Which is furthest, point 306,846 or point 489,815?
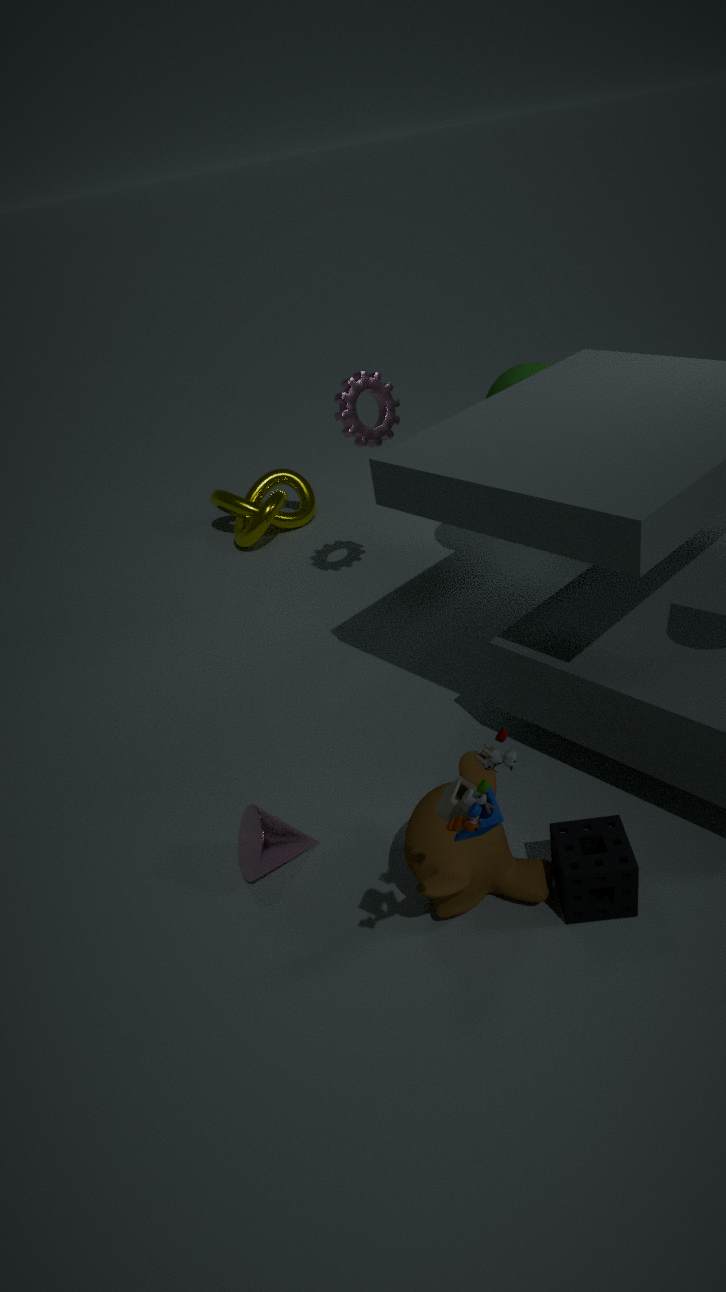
point 306,846
